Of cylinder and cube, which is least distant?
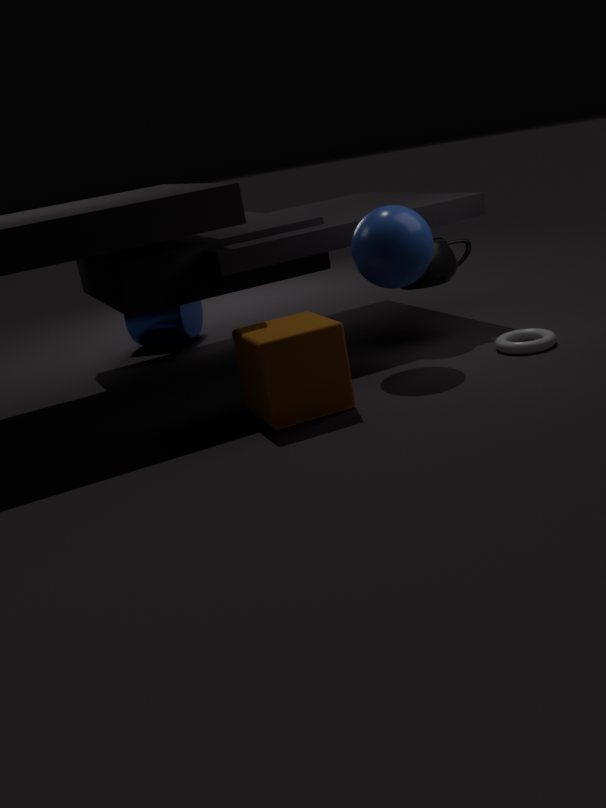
cube
